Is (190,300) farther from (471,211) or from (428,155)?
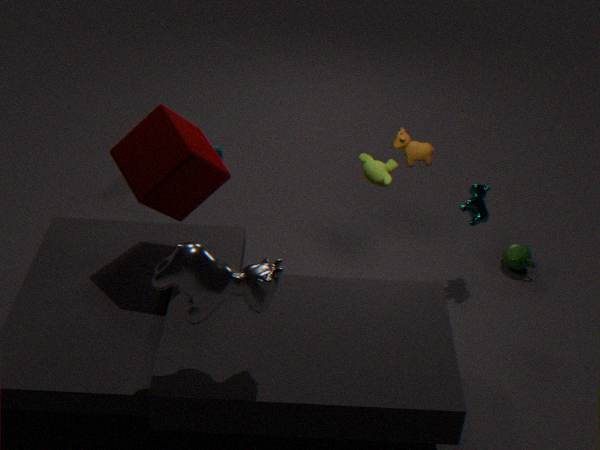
(471,211)
